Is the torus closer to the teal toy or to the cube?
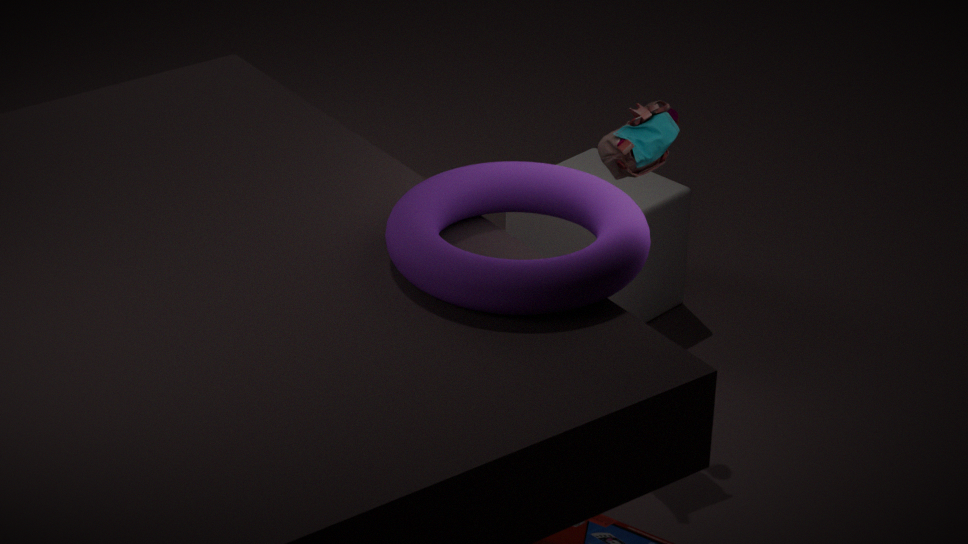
the teal toy
